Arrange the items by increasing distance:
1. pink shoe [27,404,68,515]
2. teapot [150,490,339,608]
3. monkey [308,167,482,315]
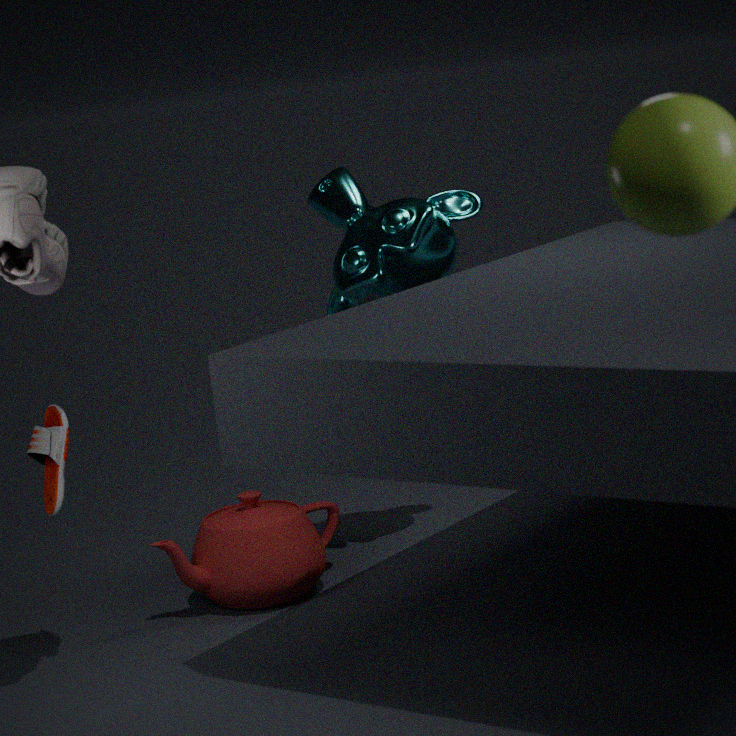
pink shoe [27,404,68,515] → teapot [150,490,339,608] → monkey [308,167,482,315]
